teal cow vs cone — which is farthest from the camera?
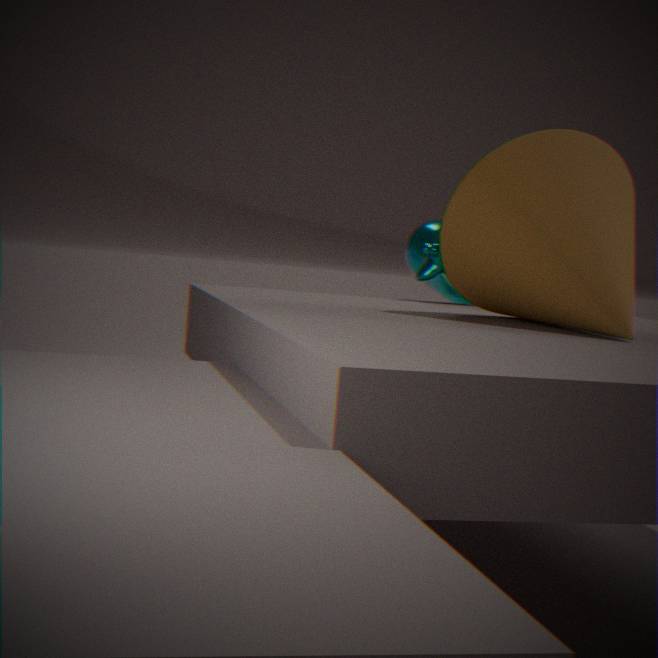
teal cow
